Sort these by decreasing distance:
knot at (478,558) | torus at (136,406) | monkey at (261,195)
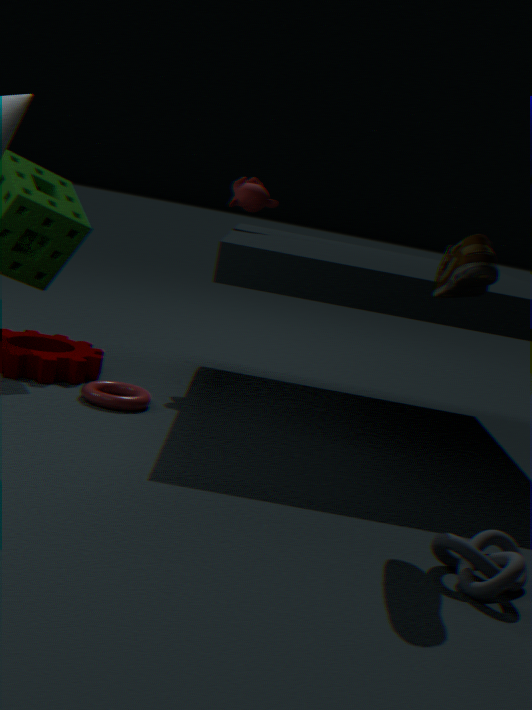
monkey at (261,195), torus at (136,406), knot at (478,558)
